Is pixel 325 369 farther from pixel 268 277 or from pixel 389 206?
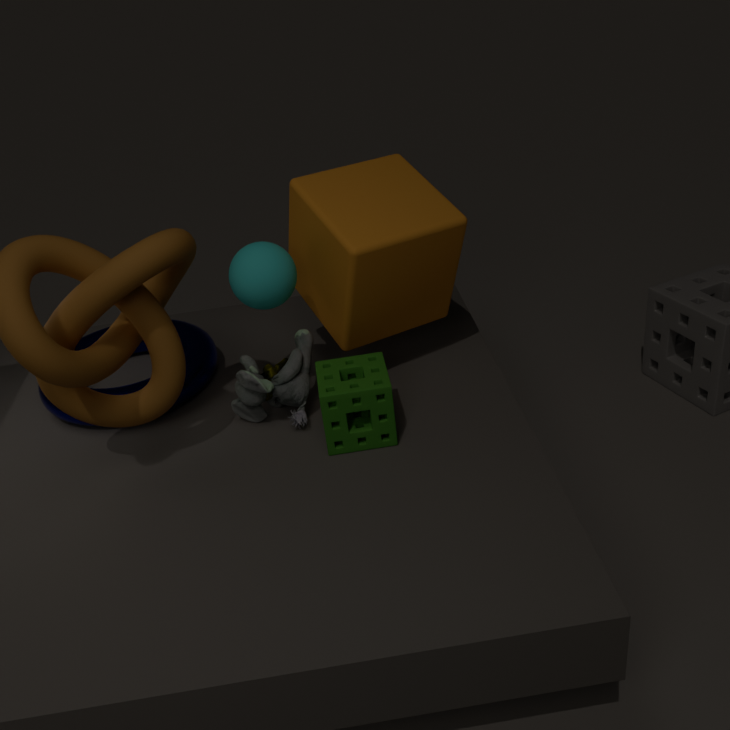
pixel 389 206
